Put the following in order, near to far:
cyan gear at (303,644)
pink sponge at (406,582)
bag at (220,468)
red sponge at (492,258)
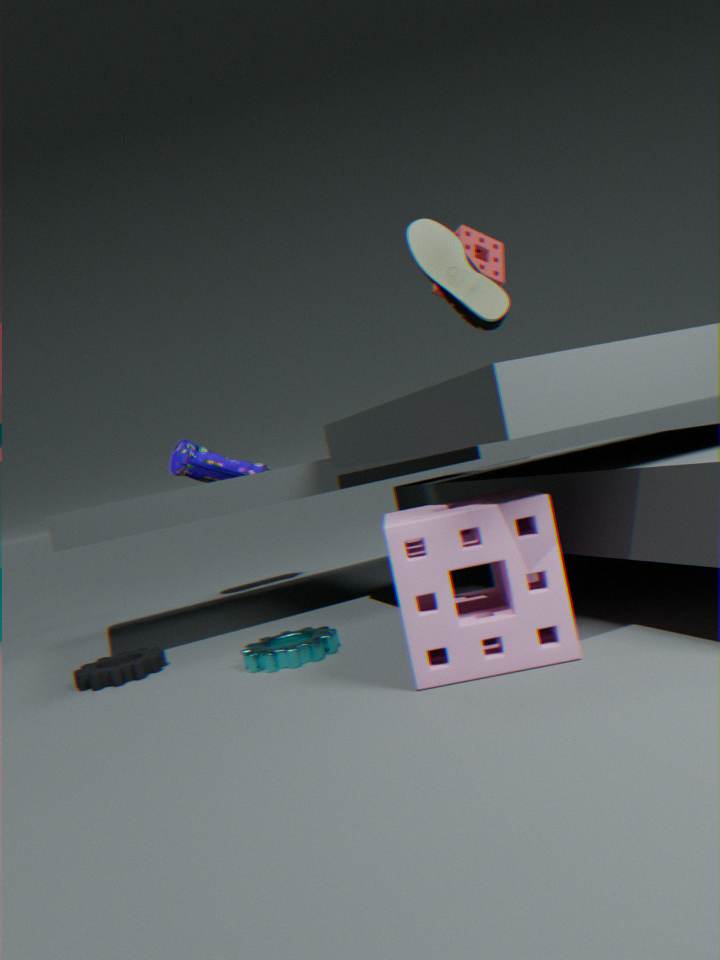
pink sponge at (406,582) → cyan gear at (303,644) → red sponge at (492,258) → bag at (220,468)
